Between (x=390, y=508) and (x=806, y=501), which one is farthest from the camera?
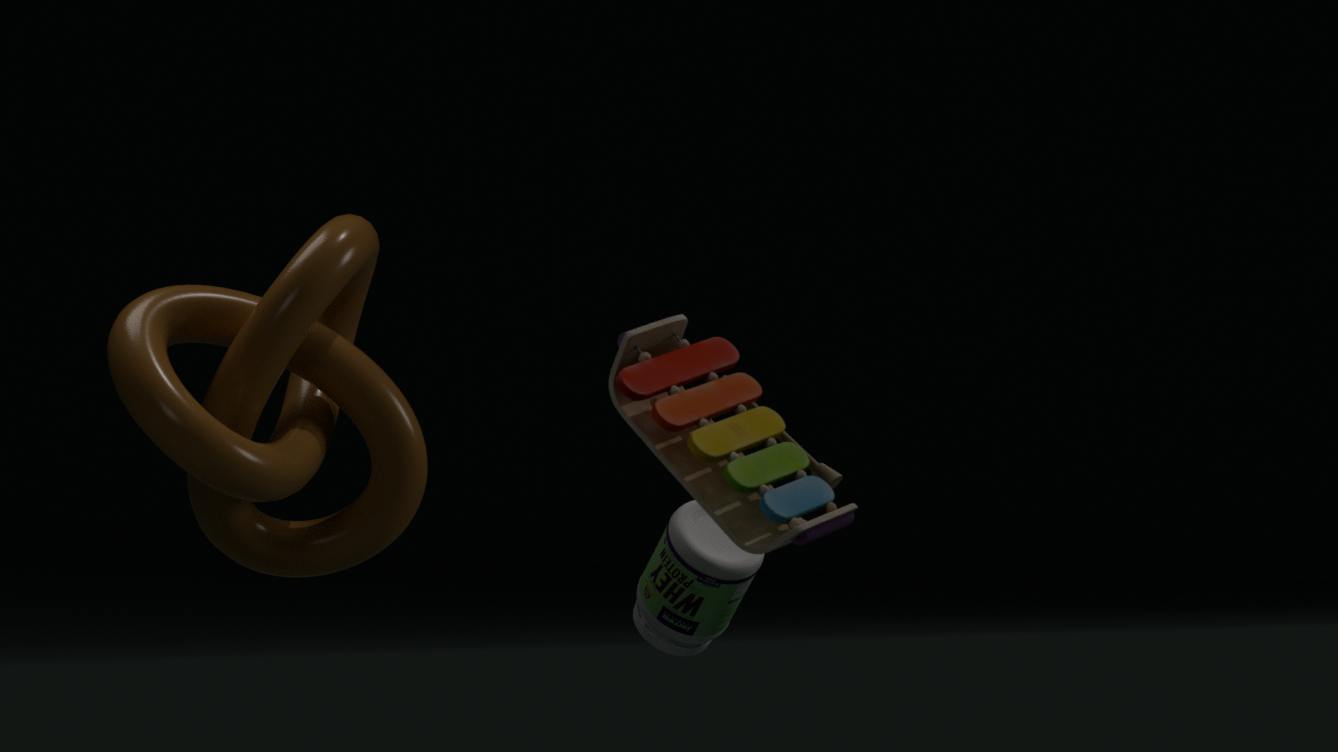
(x=390, y=508)
